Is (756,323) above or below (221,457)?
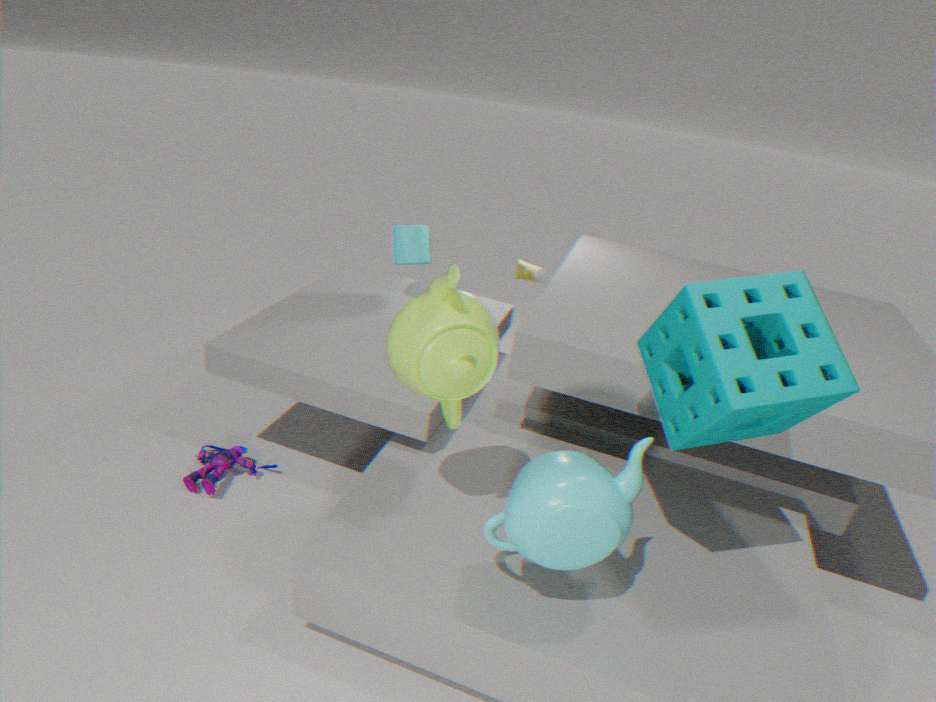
above
